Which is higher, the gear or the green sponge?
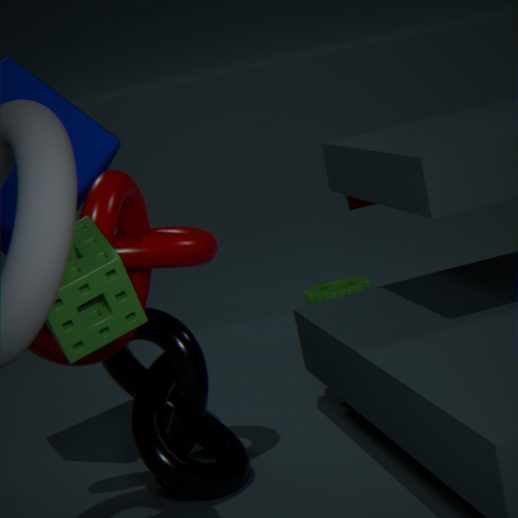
the green sponge
